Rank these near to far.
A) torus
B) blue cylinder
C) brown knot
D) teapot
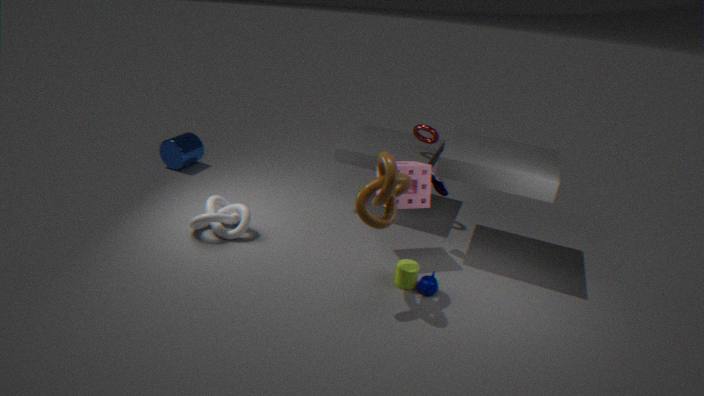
brown knot → teapot → torus → blue cylinder
